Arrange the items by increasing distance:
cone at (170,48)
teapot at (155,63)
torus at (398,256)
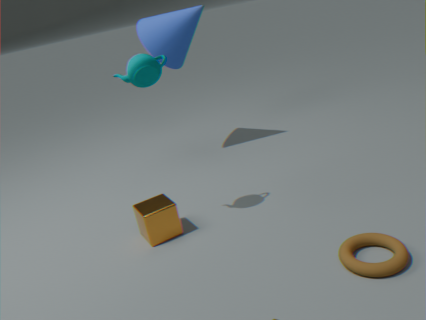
torus at (398,256) < teapot at (155,63) < cone at (170,48)
